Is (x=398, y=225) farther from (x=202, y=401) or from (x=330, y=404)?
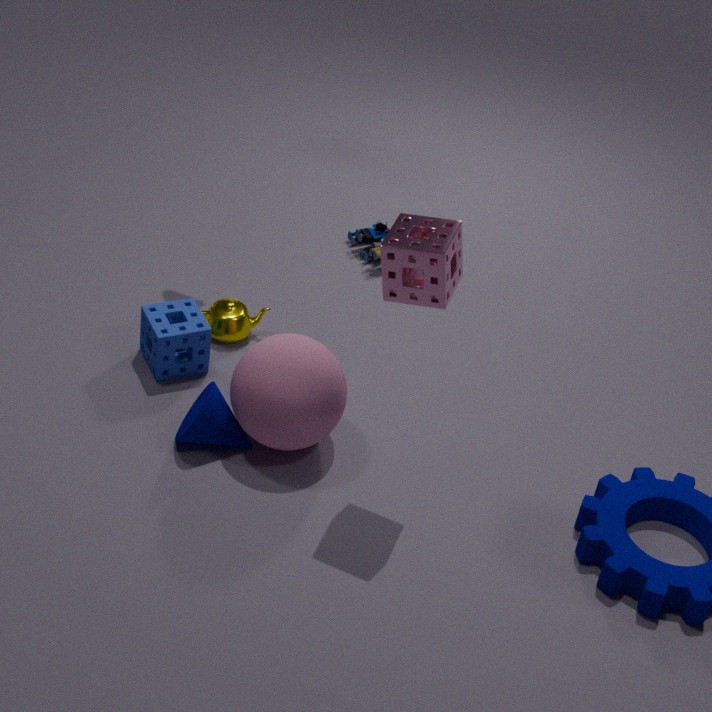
(x=202, y=401)
